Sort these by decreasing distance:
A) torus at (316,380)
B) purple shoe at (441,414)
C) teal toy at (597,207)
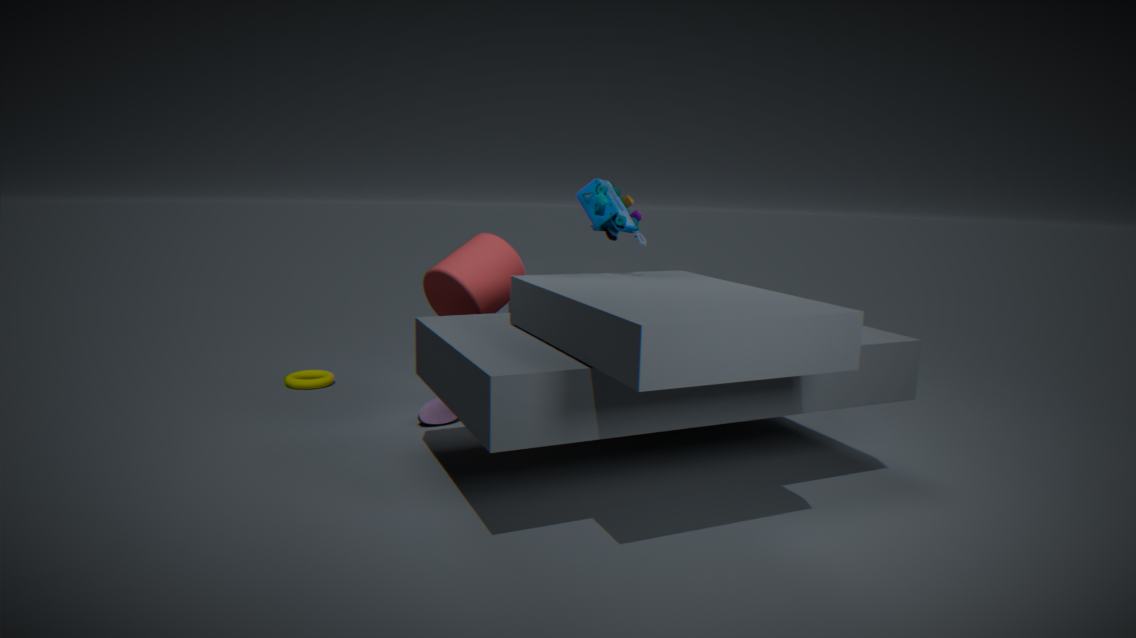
torus at (316,380), purple shoe at (441,414), teal toy at (597,207)
